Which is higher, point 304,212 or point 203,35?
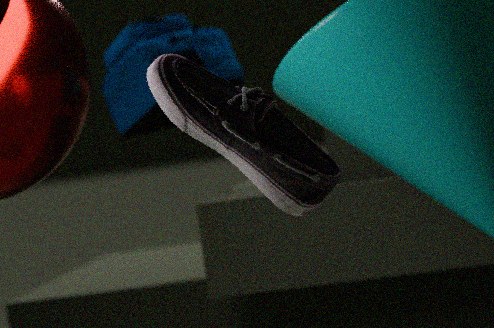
point 203,35
